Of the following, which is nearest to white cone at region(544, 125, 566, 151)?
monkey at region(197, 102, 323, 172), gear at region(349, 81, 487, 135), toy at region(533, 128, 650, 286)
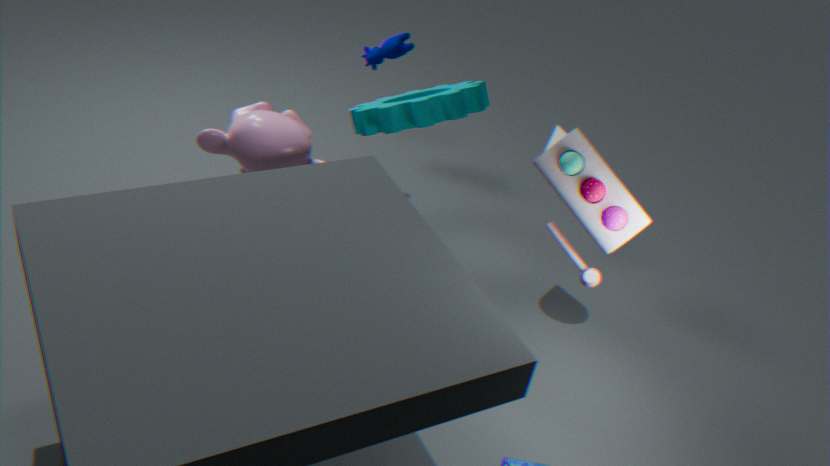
gear at region(349, 81, 487, 135)
